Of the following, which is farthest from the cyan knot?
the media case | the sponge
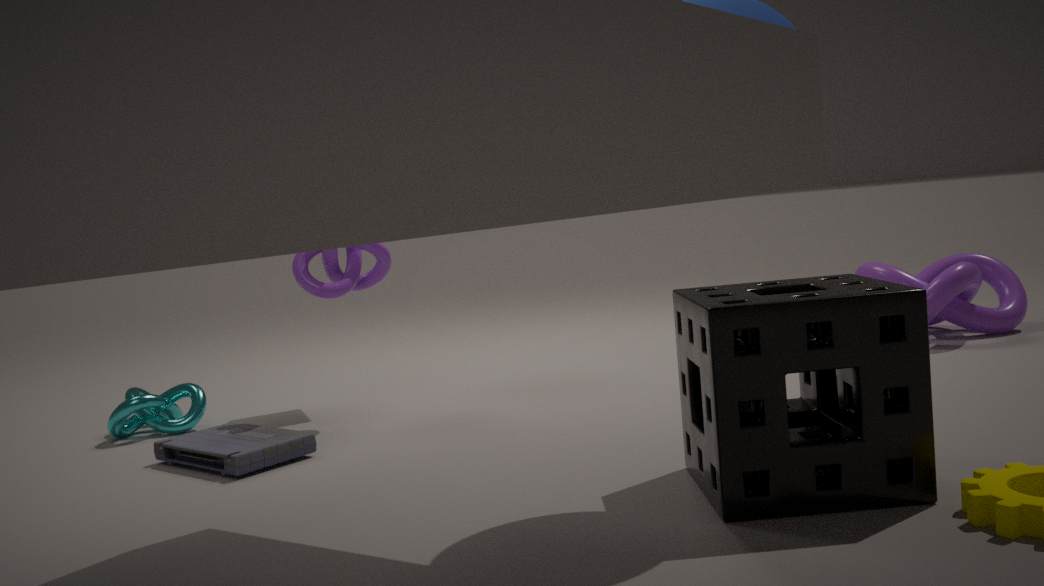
the sponge
